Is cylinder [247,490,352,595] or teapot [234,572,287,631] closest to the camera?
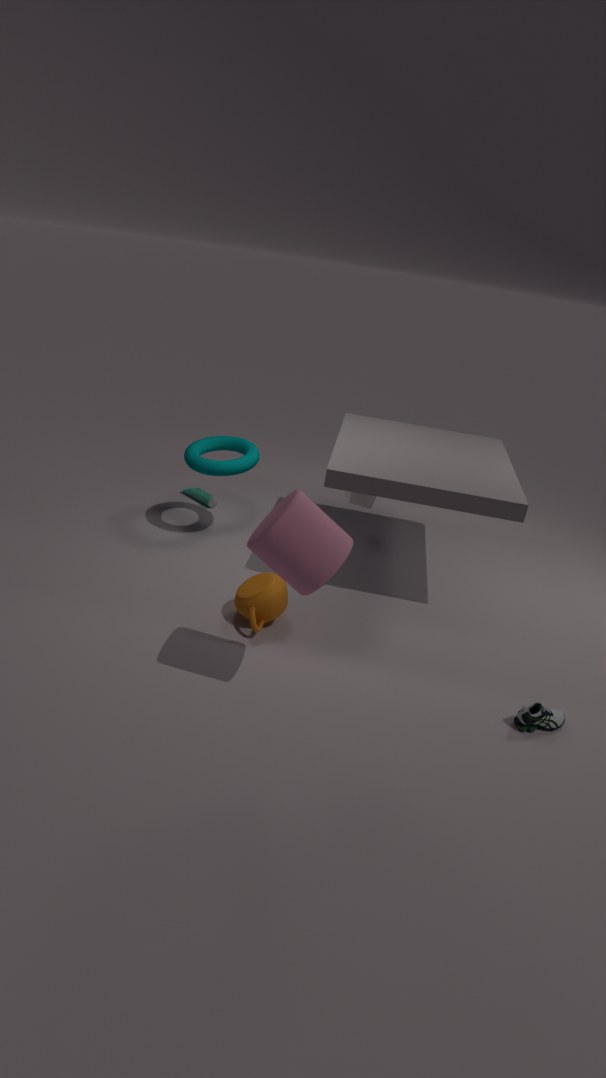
cylinder [247,490,352,595]
